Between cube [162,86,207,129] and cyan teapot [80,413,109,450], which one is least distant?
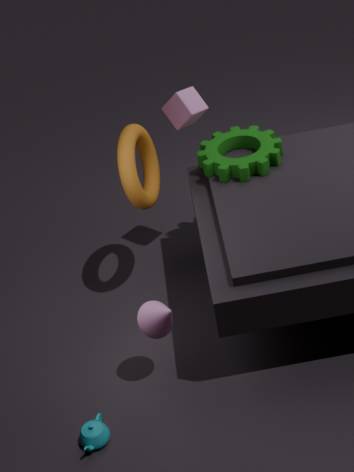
cyan teapot [80,413,109,450]
